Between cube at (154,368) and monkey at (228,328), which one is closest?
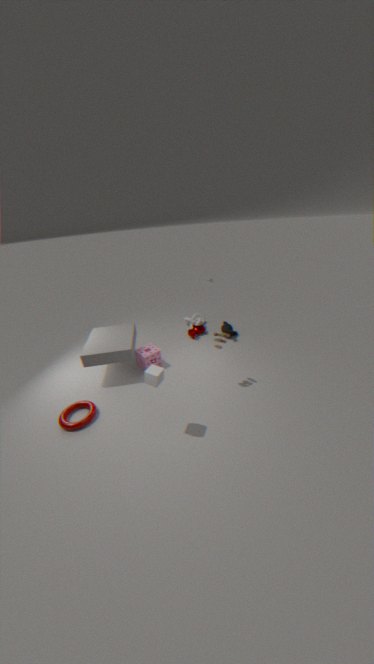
cube at (154,368)
